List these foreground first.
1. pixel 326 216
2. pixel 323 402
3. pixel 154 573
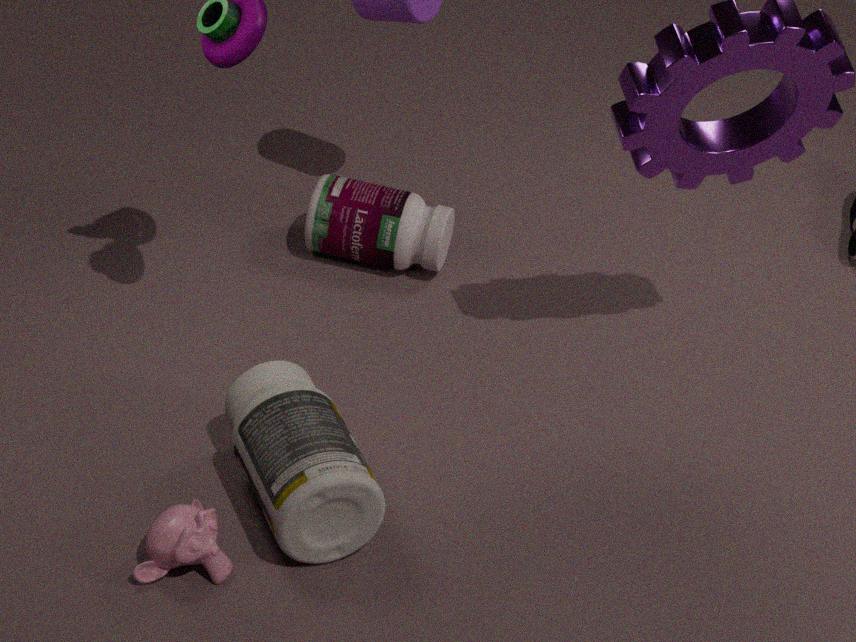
pixel 154 573, pixel 323 402, pixel 326 216
